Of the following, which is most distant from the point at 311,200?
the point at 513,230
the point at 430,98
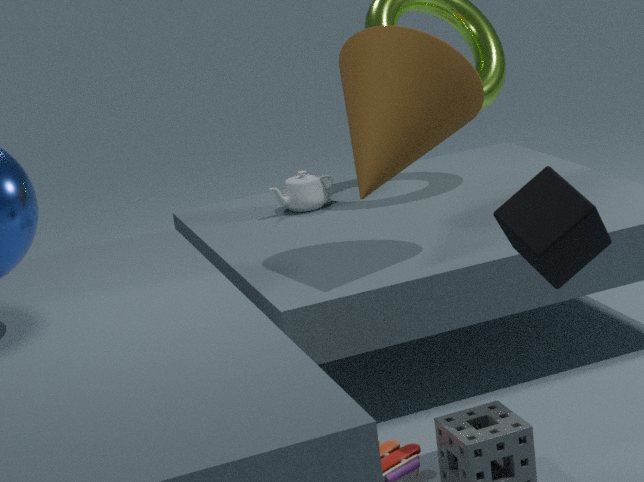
the point at 513,230
